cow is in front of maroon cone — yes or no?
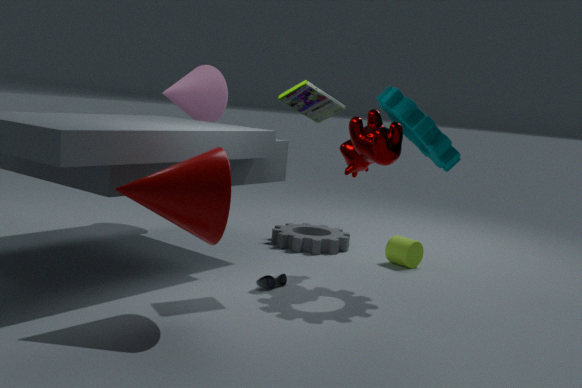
No
